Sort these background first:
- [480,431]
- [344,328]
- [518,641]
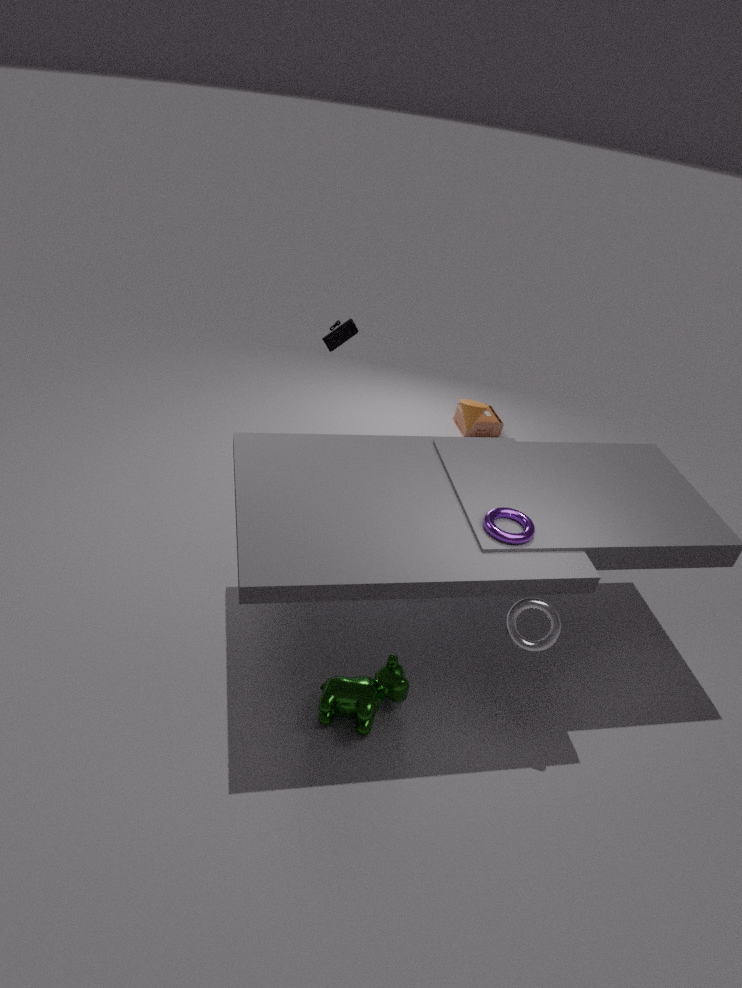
[480,431] → [344,328] → [518,641]
